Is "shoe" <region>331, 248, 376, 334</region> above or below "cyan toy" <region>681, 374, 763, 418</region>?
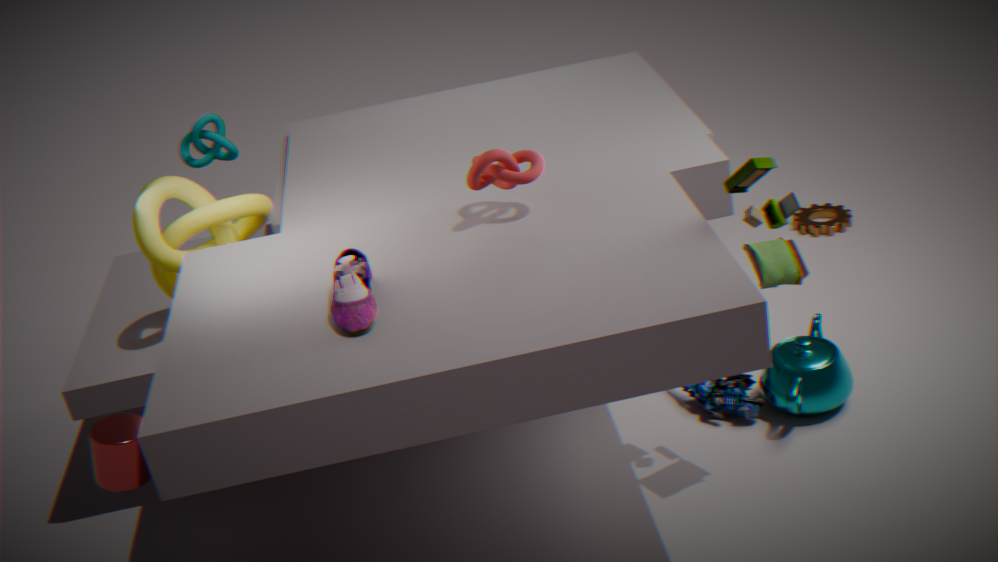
above
